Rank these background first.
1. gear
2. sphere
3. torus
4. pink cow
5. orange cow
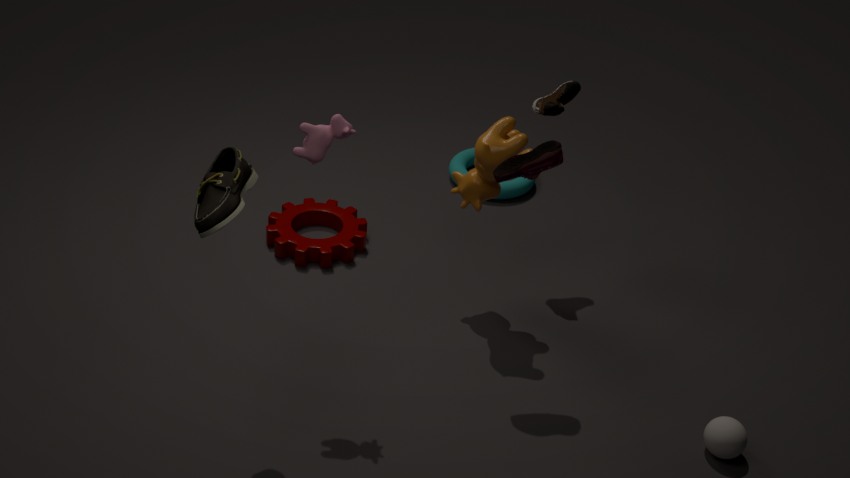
torus → gear → orange cow → sphere → pink cow
